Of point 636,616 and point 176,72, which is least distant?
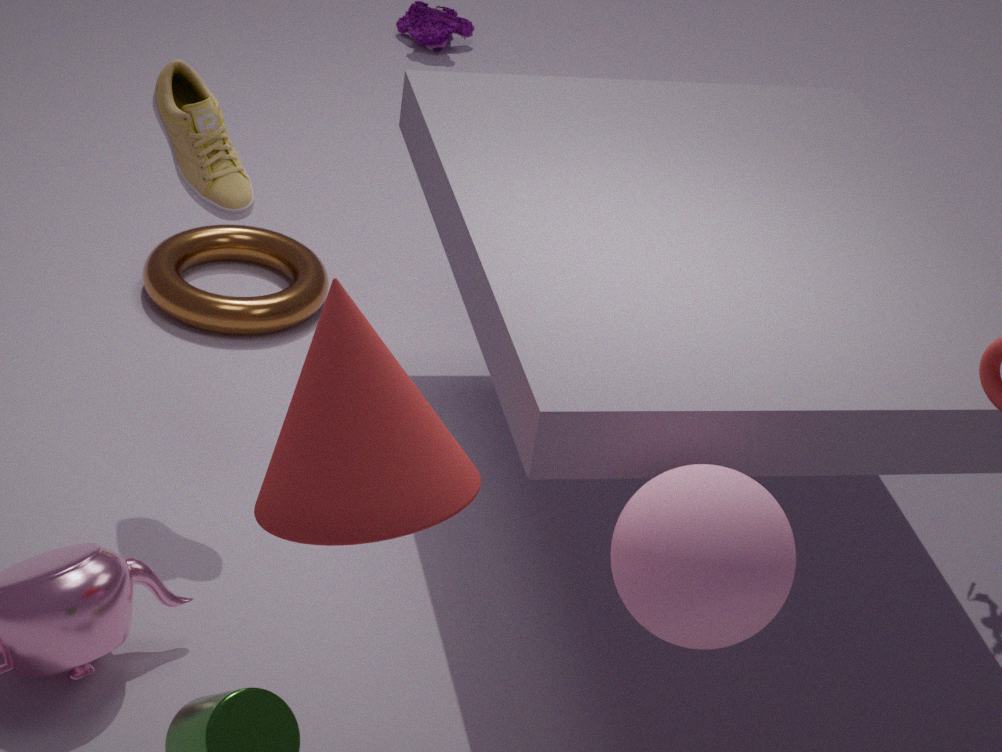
point 636,616
